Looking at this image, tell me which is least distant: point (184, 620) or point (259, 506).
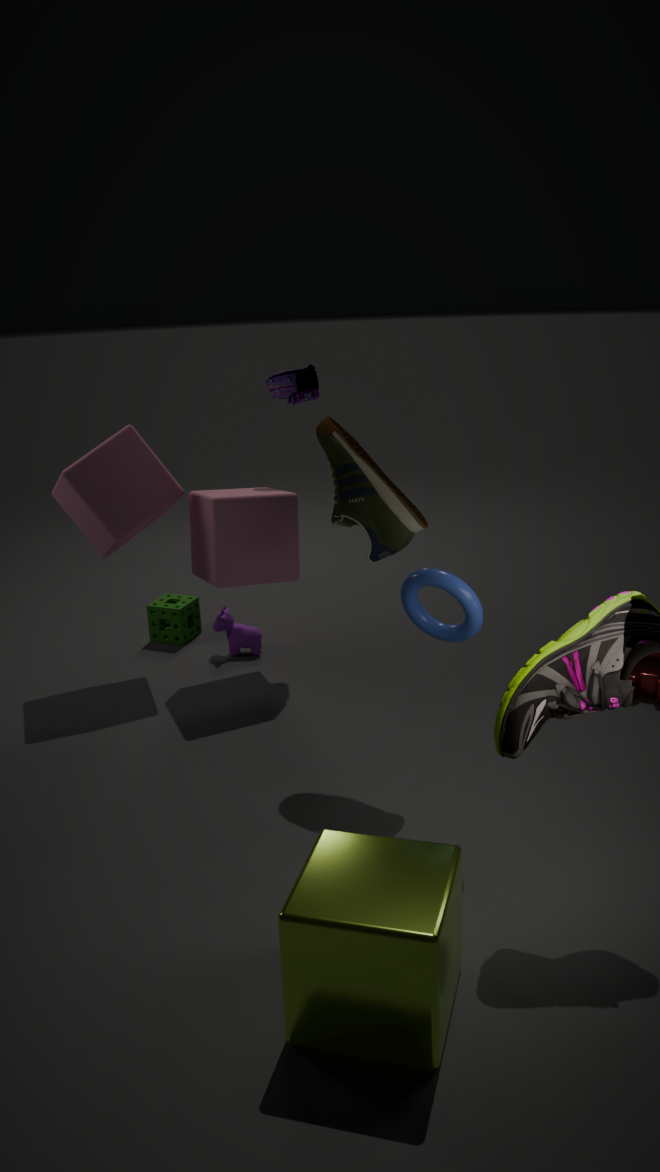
point (259, 506)
